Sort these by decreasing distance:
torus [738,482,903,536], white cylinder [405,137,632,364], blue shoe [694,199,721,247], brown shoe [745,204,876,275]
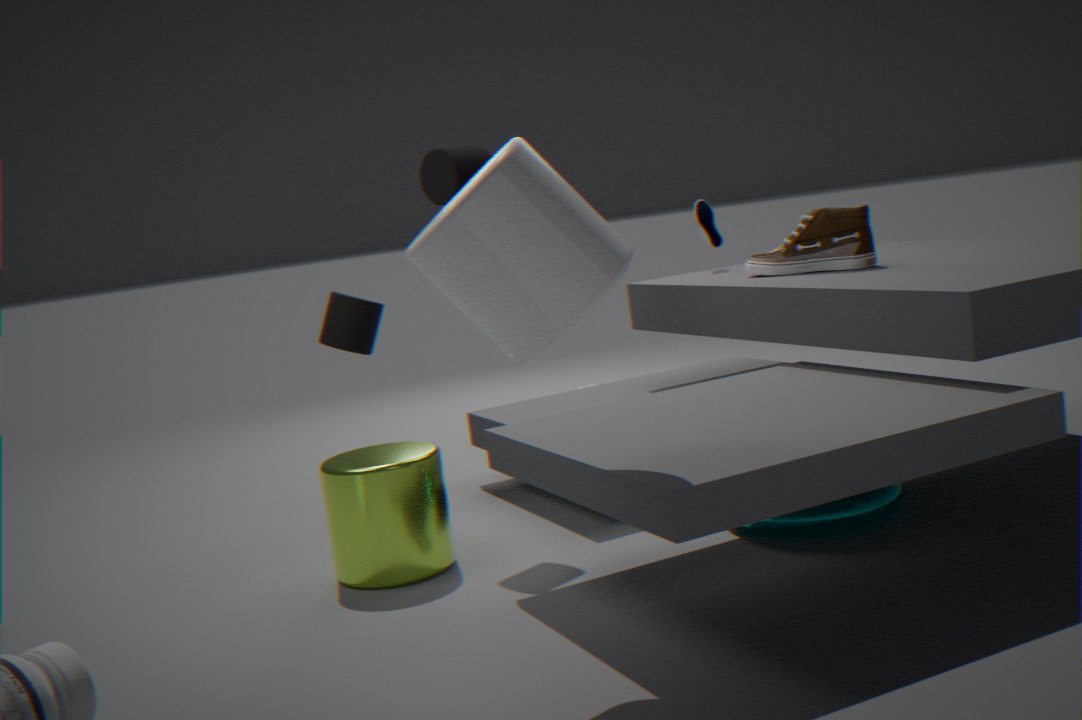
blue shoe [694,199,721,247] < brown shoe [745,204,876,275] < torus [738,482,903,536] < white cylinder [405,137,632,364]
